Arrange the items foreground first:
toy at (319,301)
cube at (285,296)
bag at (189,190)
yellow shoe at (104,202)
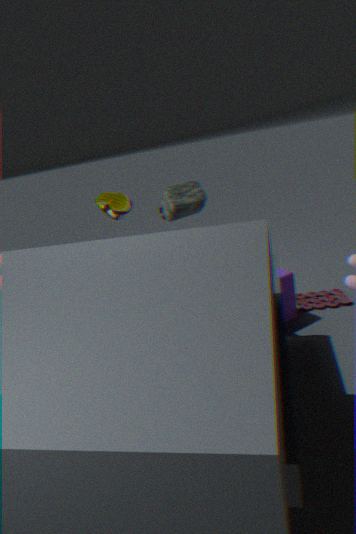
bag at (189,190) → yellow shoe at (104,202) → cube at (285,296) → toy at (319,301)
